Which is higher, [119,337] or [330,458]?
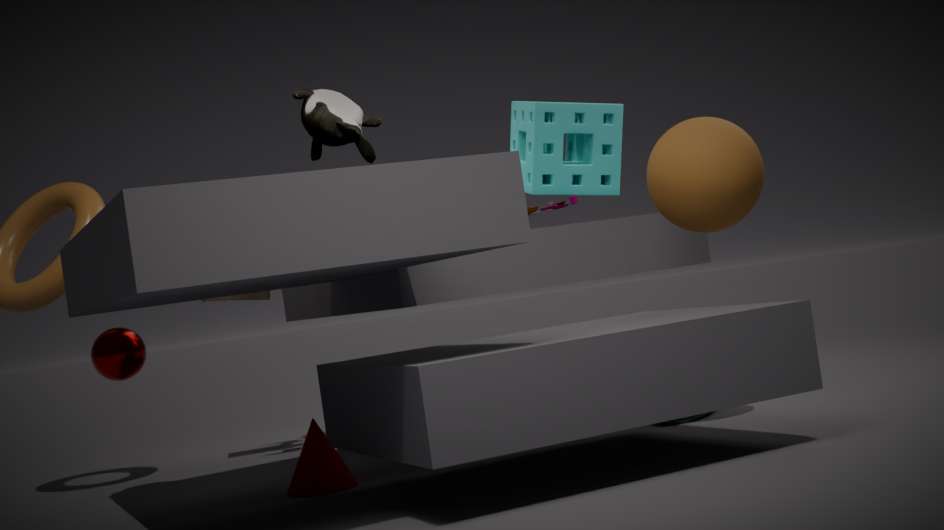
[119,337]
